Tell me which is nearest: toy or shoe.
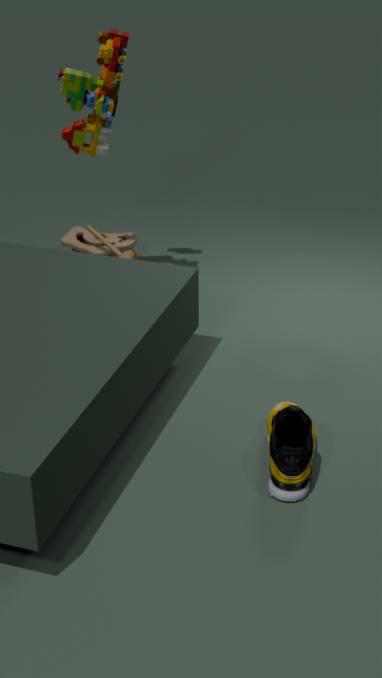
shoe
